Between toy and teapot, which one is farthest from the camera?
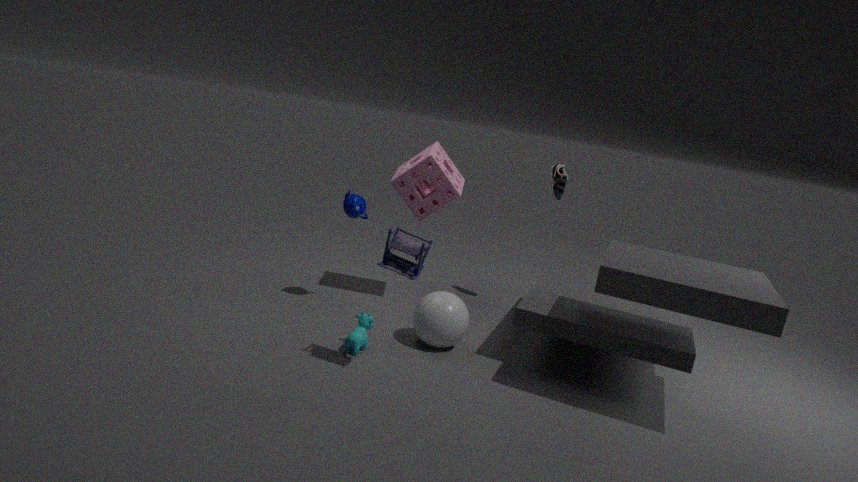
teapot
